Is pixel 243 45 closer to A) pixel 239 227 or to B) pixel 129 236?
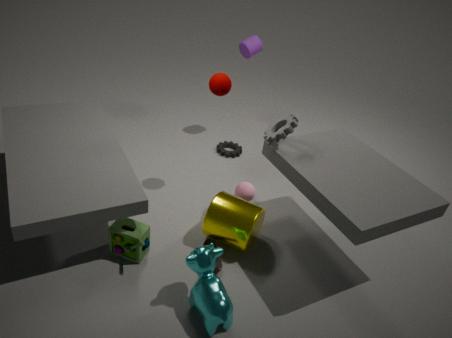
A) pixel 239 227
